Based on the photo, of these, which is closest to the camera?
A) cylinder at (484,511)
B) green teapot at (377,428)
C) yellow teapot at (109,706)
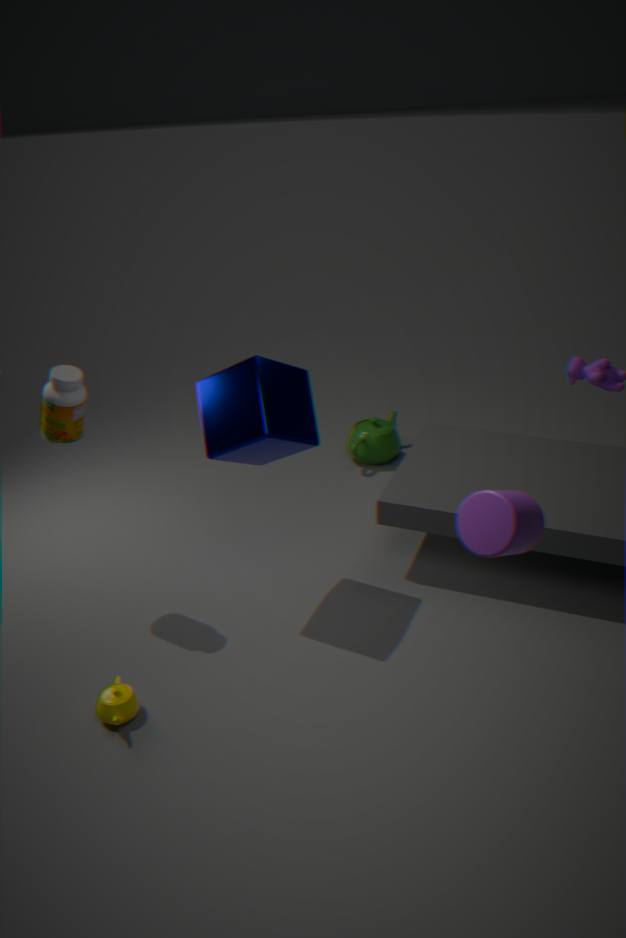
cylinder at (484,511)
